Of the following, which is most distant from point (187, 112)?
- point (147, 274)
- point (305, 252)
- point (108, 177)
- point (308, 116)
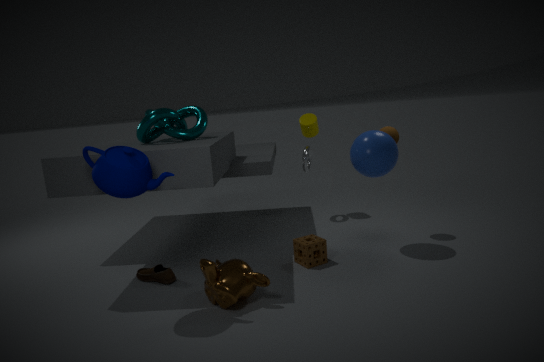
point (308, 116)
